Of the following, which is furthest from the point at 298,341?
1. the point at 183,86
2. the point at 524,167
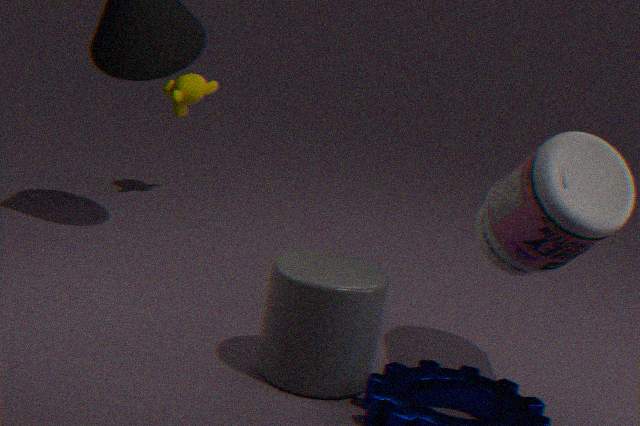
the point at 183,86
